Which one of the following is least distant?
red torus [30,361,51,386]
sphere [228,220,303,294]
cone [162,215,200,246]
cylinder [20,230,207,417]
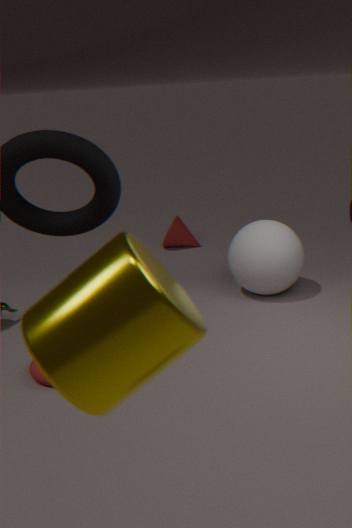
cylinder [20,230,207,417]
